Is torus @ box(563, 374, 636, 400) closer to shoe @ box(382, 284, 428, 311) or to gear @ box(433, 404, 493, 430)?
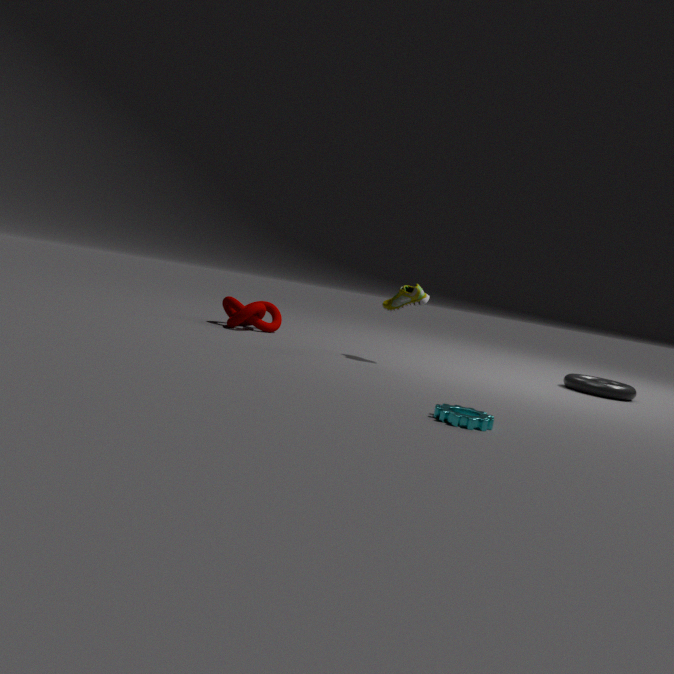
shoe @ box(382, 284, 428, 311)
